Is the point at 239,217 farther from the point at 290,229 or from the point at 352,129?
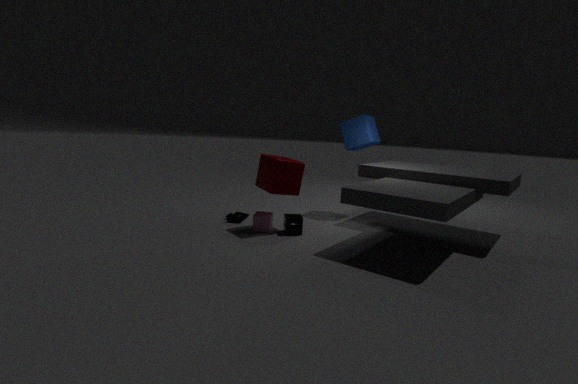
the point at 352,129
